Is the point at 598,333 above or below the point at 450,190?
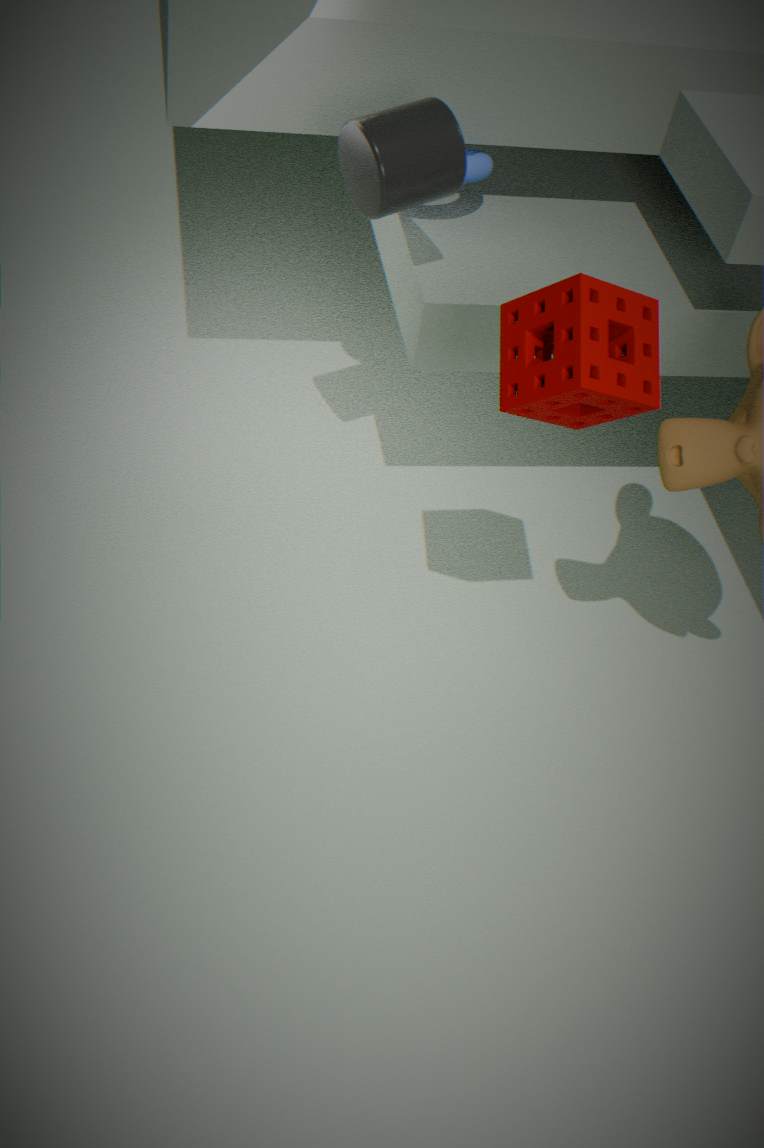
below
